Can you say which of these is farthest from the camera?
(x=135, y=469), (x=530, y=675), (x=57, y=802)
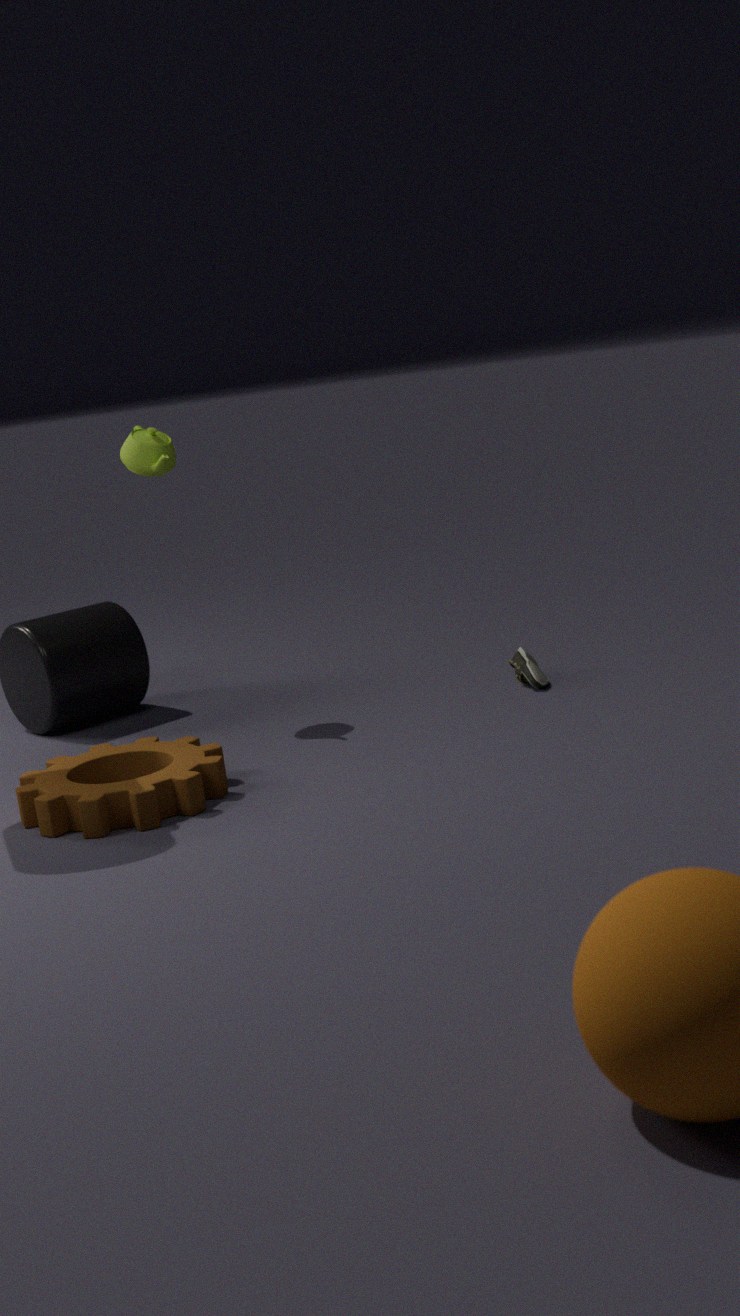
(x=530, y=675)
